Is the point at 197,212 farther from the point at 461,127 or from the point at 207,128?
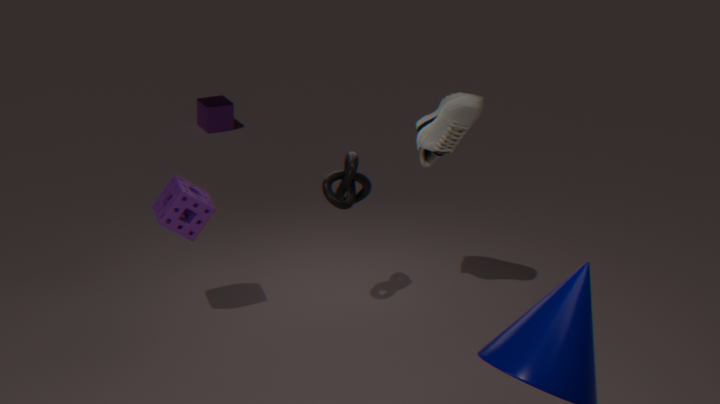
the point at 207,128
